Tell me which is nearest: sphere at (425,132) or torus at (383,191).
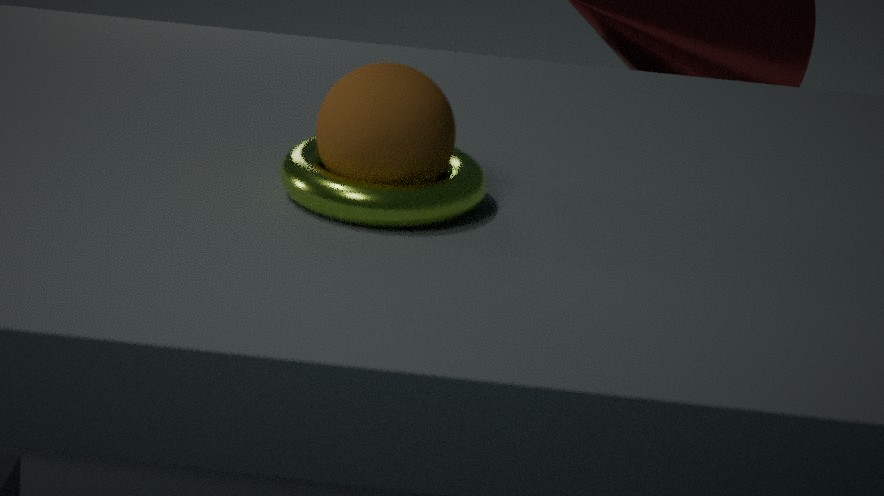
torus at (383,191)
